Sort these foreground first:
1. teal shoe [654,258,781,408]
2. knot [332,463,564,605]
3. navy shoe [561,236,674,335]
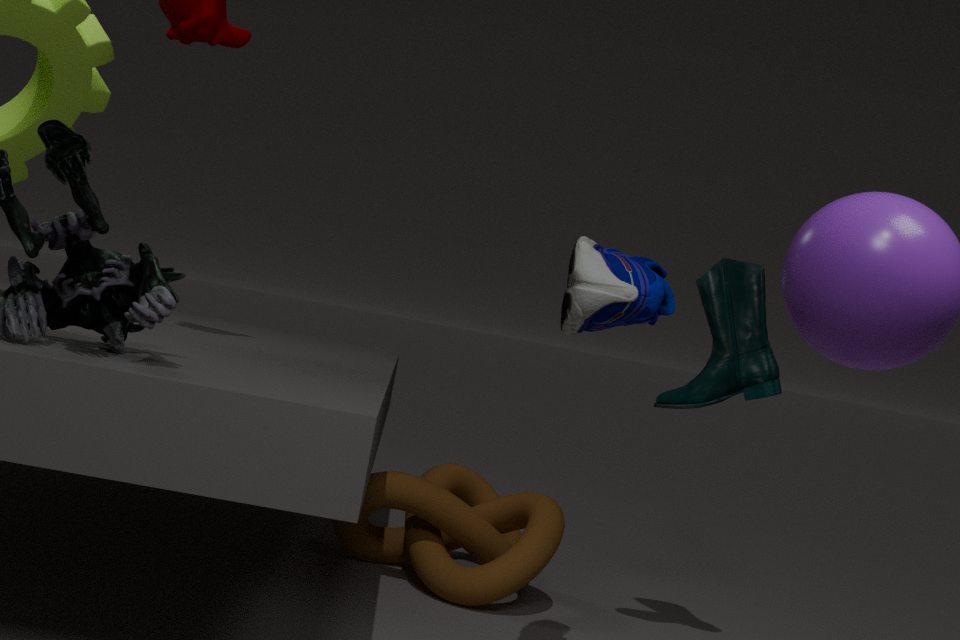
navy shoe [561,236,674,335] → teal shoe [654,258,781,408] → knot [332,463,564,605]
